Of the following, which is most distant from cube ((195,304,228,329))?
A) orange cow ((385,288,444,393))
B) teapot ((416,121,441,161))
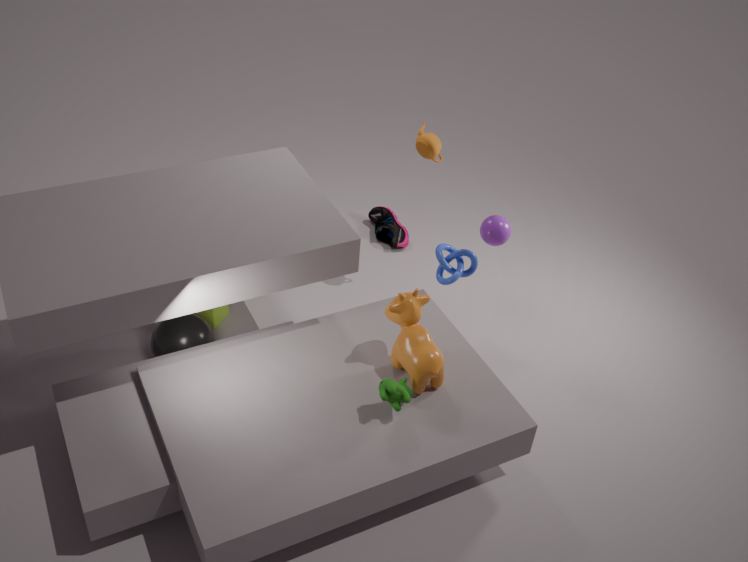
teapot ((416,121,441,161))
